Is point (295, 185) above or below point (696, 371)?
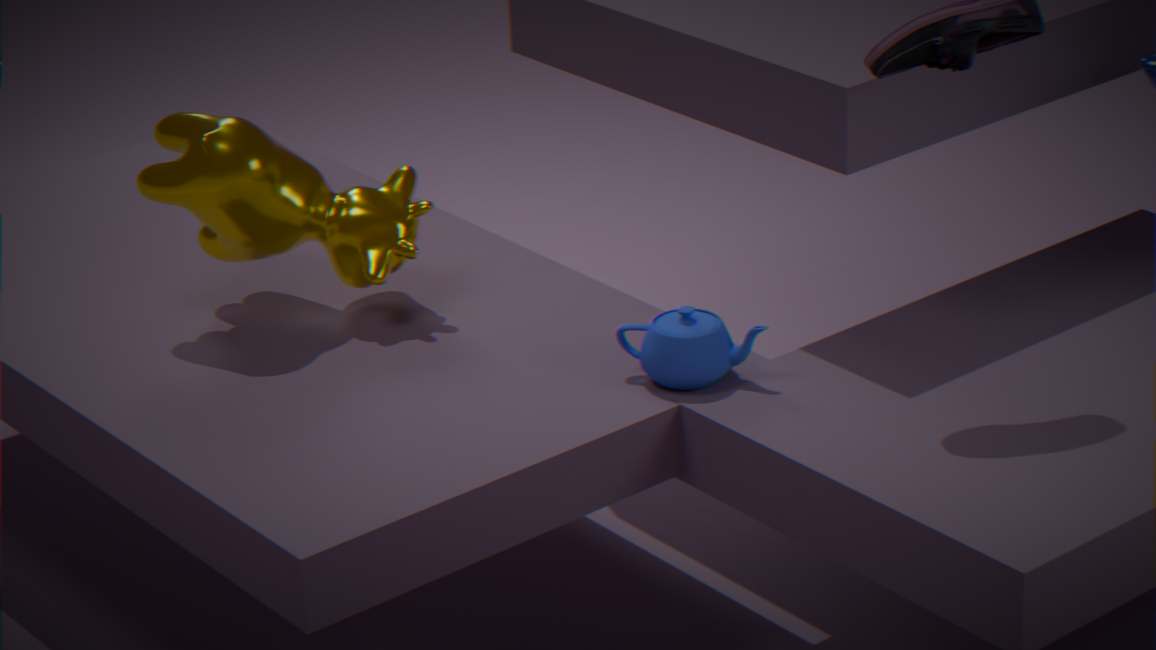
above
